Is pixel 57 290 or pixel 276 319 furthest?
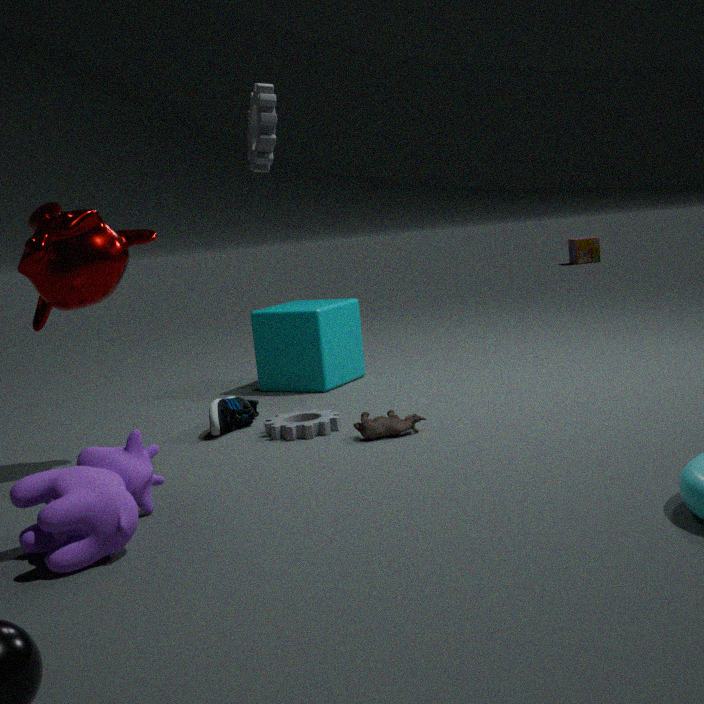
pixel 276 319
